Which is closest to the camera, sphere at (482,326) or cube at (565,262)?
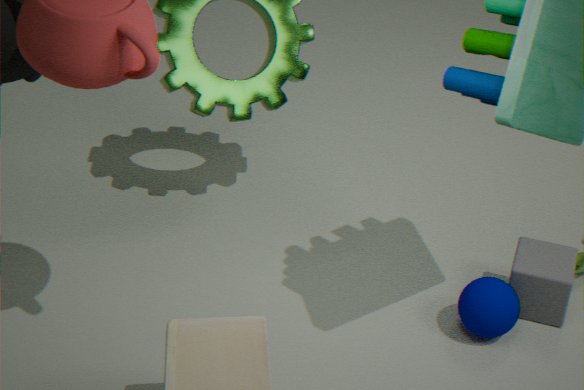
sphere at (482,326)
